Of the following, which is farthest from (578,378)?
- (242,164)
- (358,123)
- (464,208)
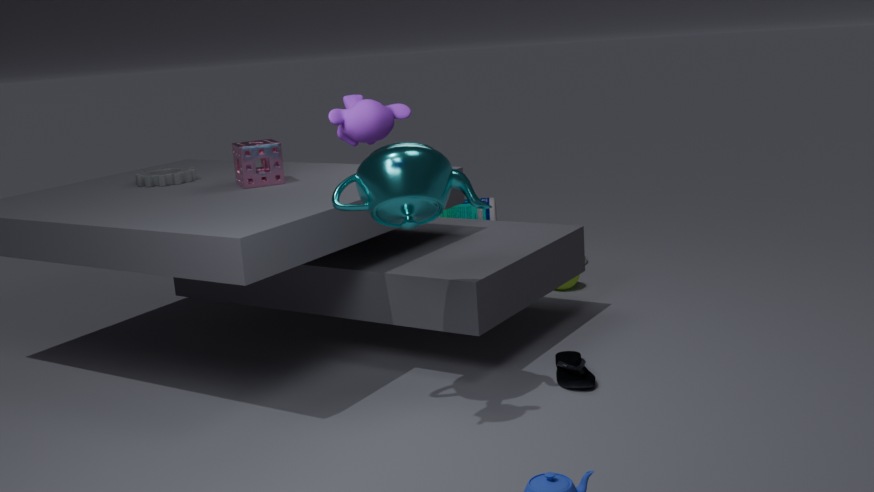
(464,208)
